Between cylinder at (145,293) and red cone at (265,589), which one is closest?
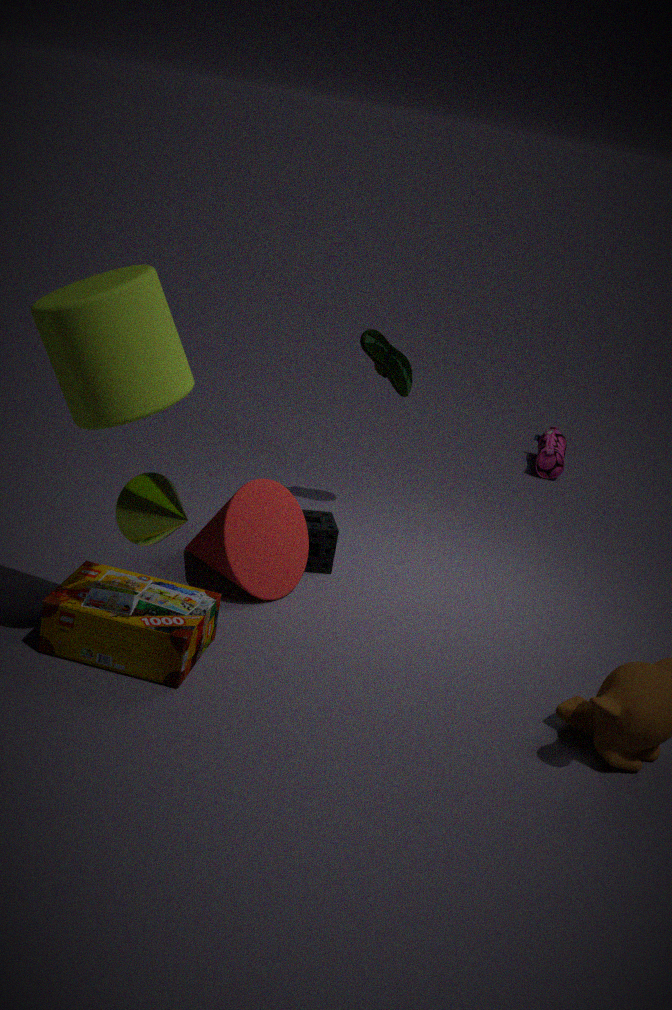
cylinder at (145,293)
